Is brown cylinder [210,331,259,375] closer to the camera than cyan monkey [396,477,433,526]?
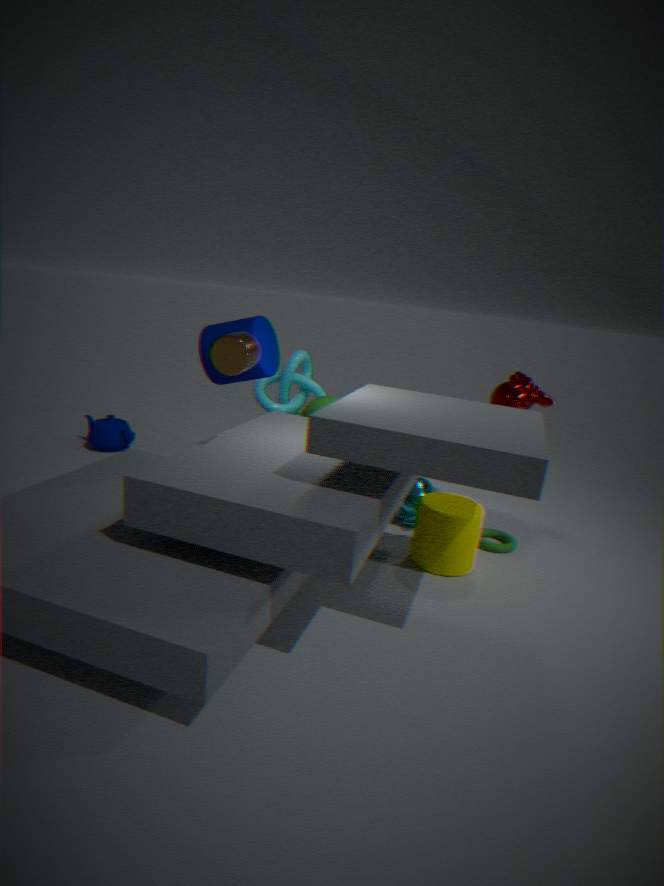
Yes
